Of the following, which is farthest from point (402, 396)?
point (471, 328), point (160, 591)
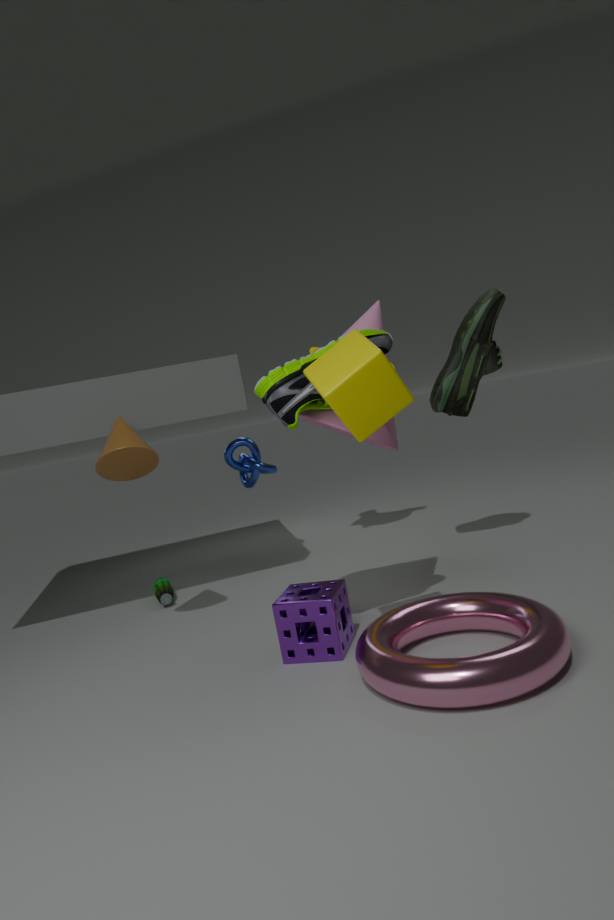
point (160, 591)
